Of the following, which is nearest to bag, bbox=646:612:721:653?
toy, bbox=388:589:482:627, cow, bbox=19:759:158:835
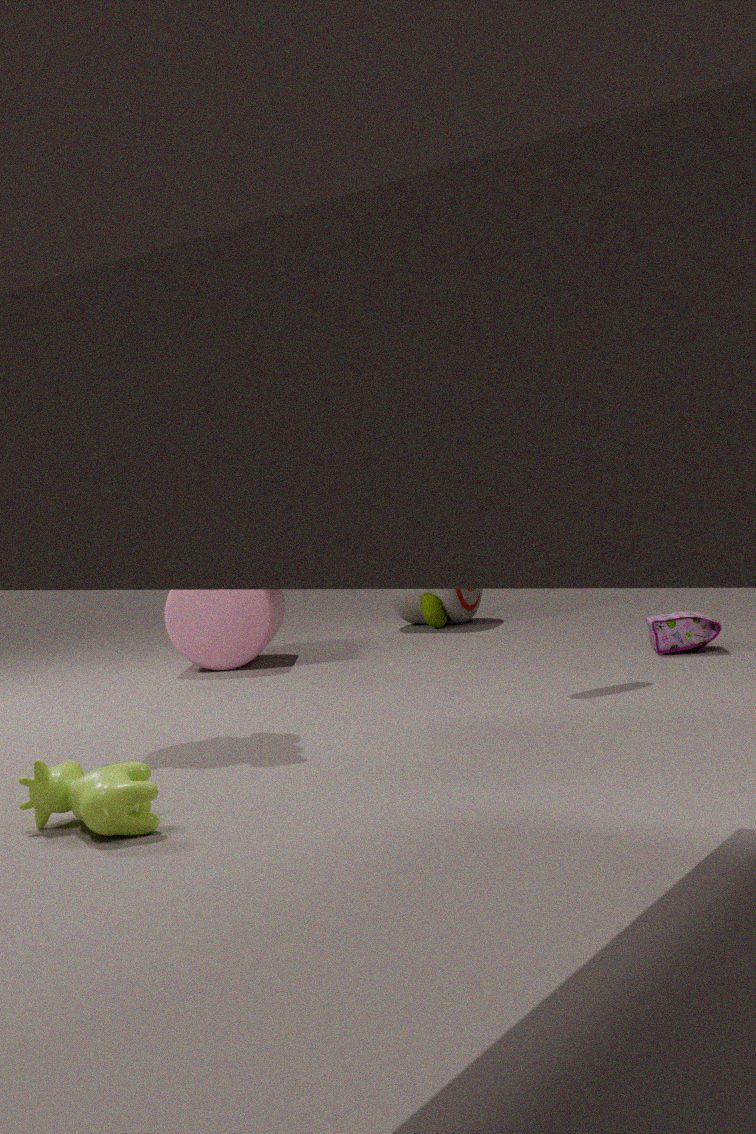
toy, bbox=388:589:482:627
